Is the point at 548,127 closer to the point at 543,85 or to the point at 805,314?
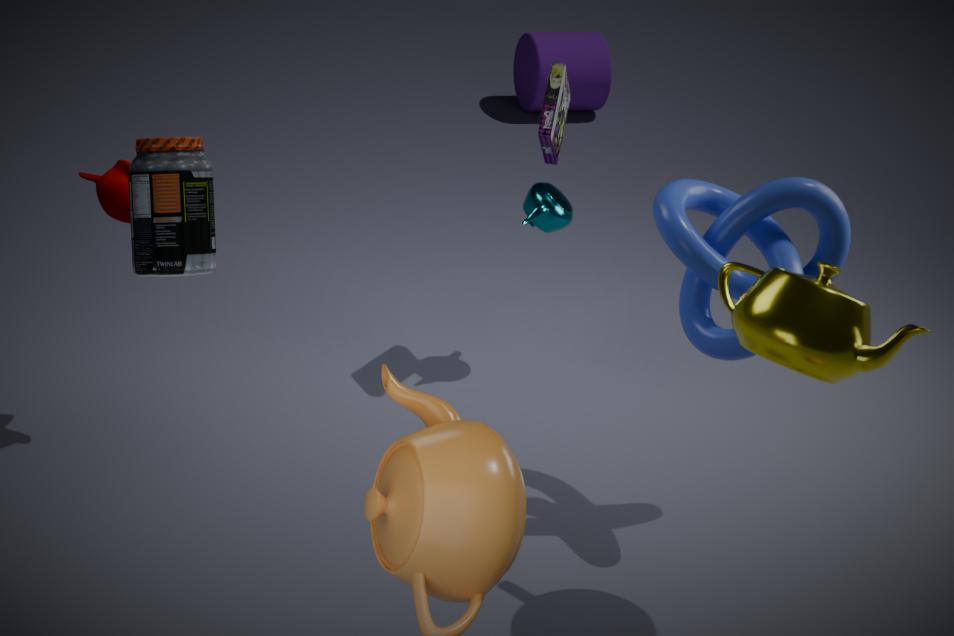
the point at 805,314
